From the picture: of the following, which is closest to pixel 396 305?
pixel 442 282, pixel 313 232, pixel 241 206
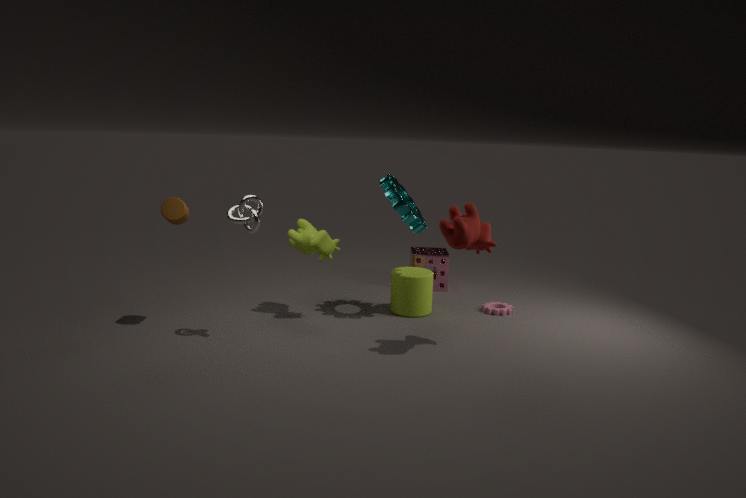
pixel 442 282
